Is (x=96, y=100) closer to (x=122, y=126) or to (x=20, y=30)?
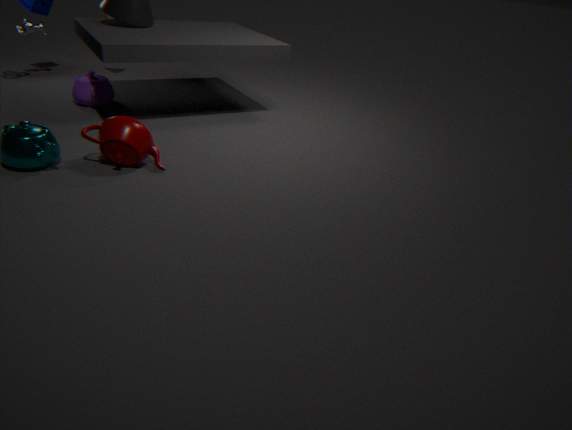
(x=20, y=30)
